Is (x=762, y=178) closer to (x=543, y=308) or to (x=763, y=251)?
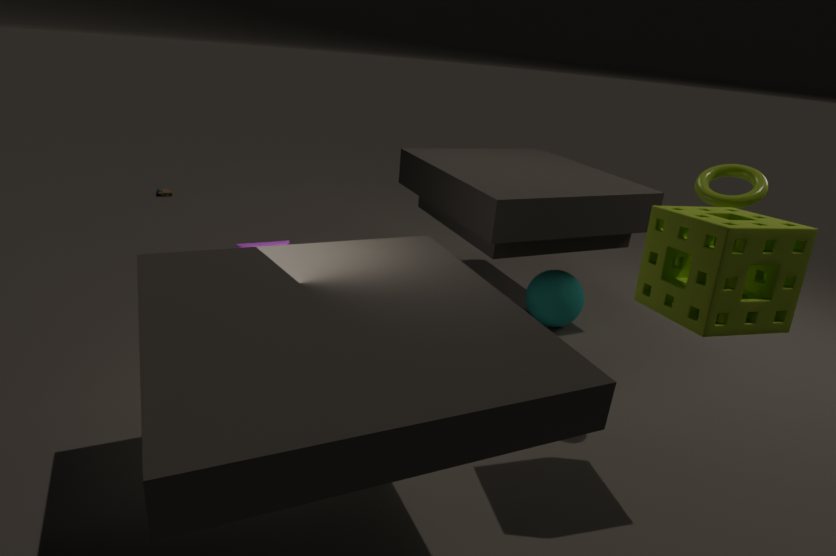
(x=763, y=251)
